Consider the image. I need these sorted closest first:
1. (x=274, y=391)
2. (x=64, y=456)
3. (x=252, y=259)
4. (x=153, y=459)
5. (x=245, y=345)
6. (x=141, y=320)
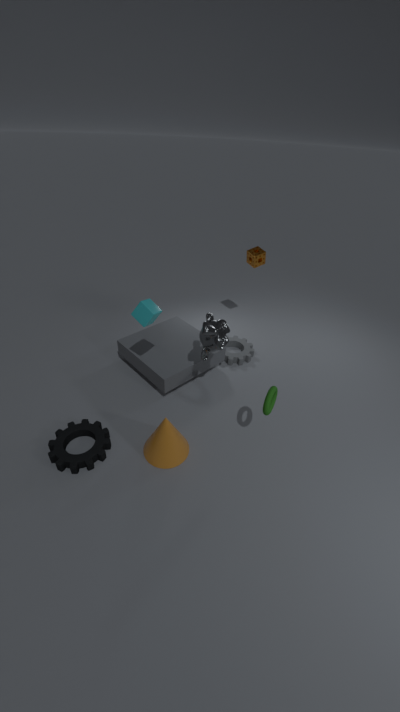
(x=274, y=391) < (x=64, y=456) < (x=153, y=459) < (x=141, y=320) < (x=252, y=259) < (x=245, y=345)
